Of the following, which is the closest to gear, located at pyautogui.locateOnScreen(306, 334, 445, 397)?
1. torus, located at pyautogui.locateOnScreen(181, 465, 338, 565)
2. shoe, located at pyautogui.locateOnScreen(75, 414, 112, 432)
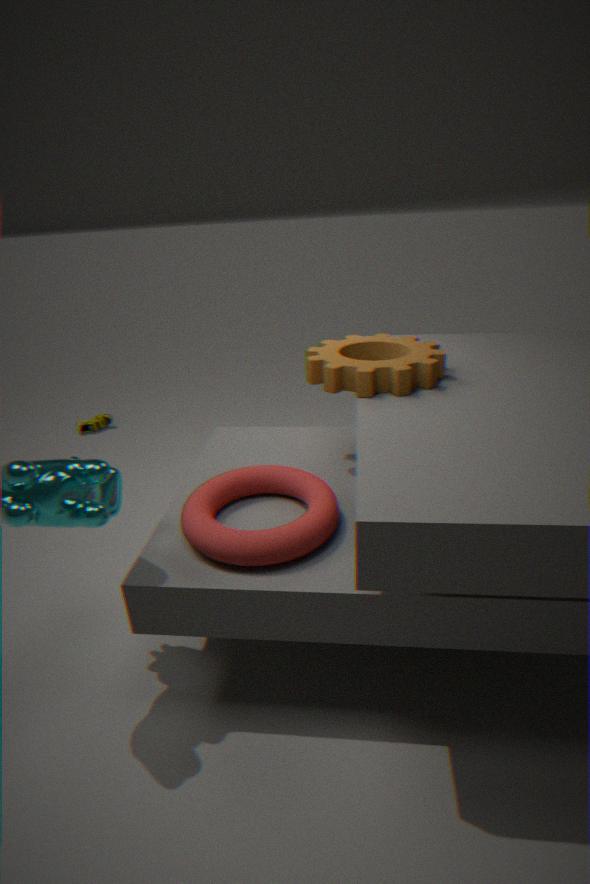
torus, located at pyautogui.locateOnScreen(181, 465, 338, 565)
